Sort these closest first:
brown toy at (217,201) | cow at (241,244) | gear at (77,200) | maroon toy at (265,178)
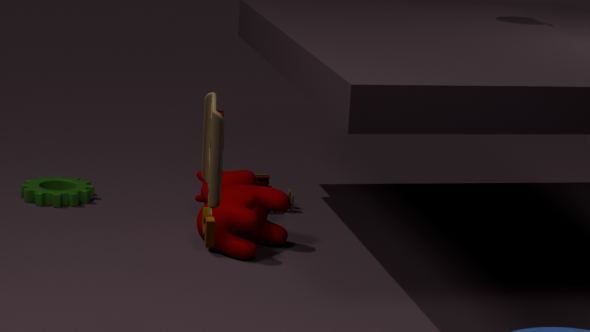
brown toy at (217,201)
cow at (241,244)
gear at (77,200)
maroon toy at (265,178)
